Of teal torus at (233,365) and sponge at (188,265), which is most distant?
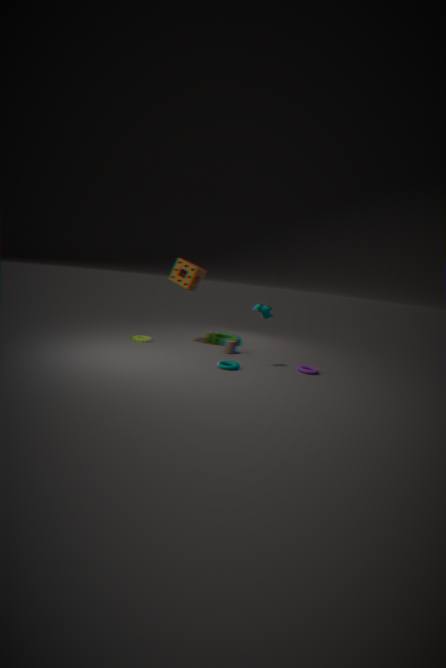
sponge at (188,265)
